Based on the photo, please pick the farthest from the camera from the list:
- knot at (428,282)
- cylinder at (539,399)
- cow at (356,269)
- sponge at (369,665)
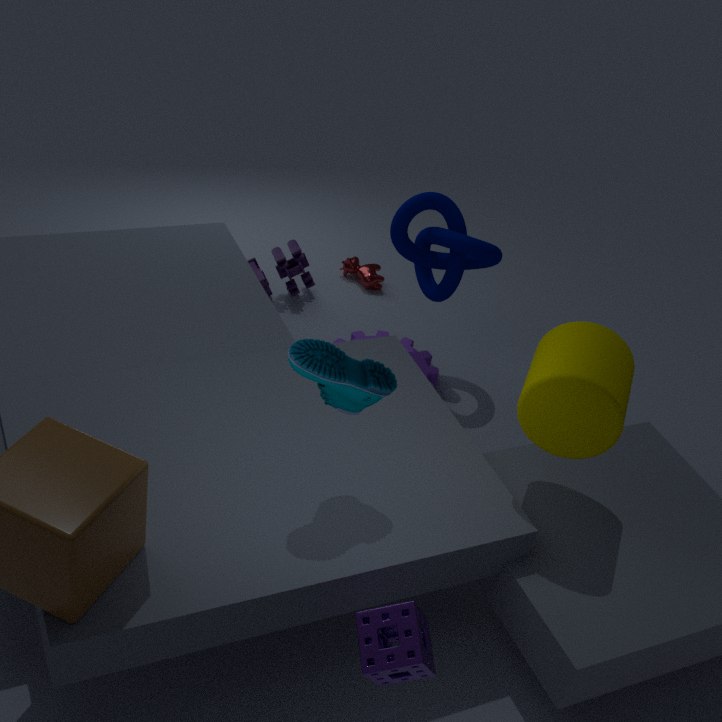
cow at (356,269)
